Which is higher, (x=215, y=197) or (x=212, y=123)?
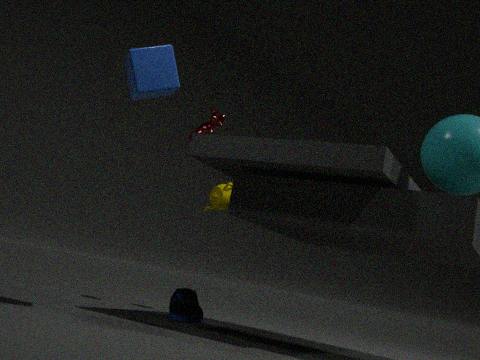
(x=212, y=123)
